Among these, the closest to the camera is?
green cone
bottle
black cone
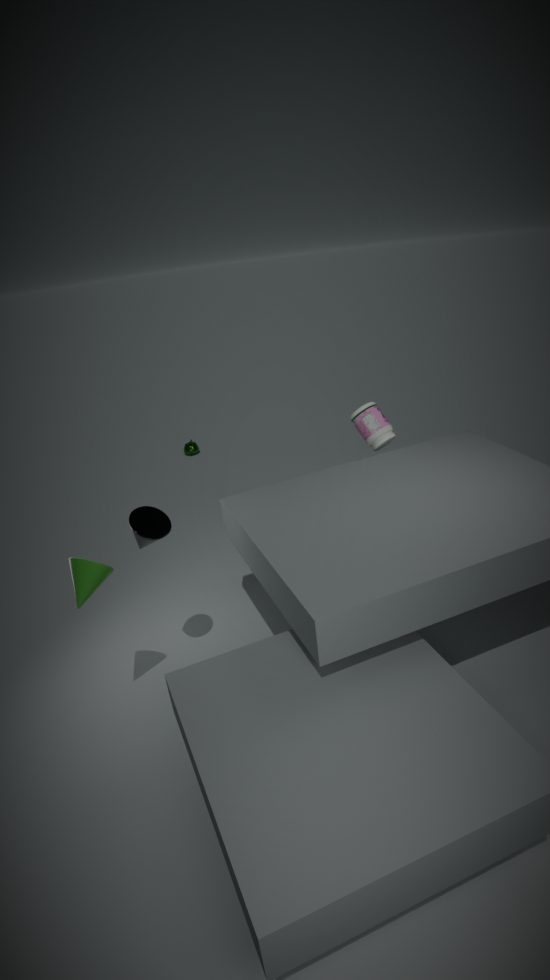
green cone
